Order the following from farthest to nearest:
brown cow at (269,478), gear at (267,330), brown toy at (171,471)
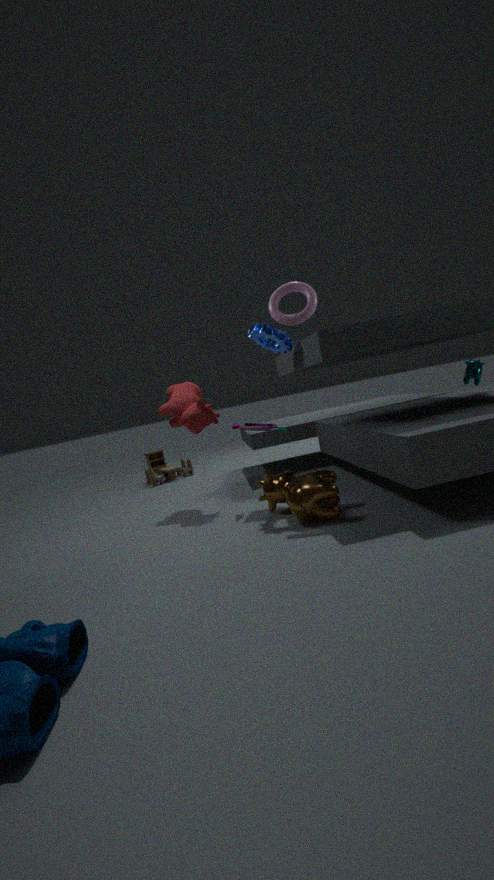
1. brown toy at (171,471)
2. gear at (267,330)
3. brown cow at (269,478)
